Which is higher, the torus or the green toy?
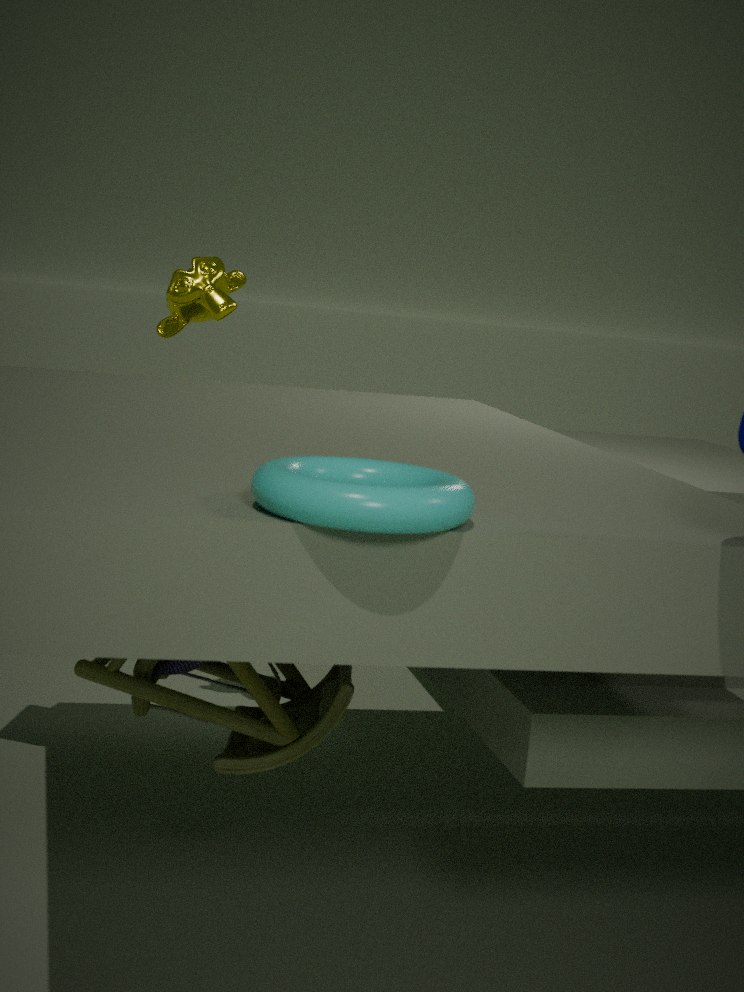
the torus
